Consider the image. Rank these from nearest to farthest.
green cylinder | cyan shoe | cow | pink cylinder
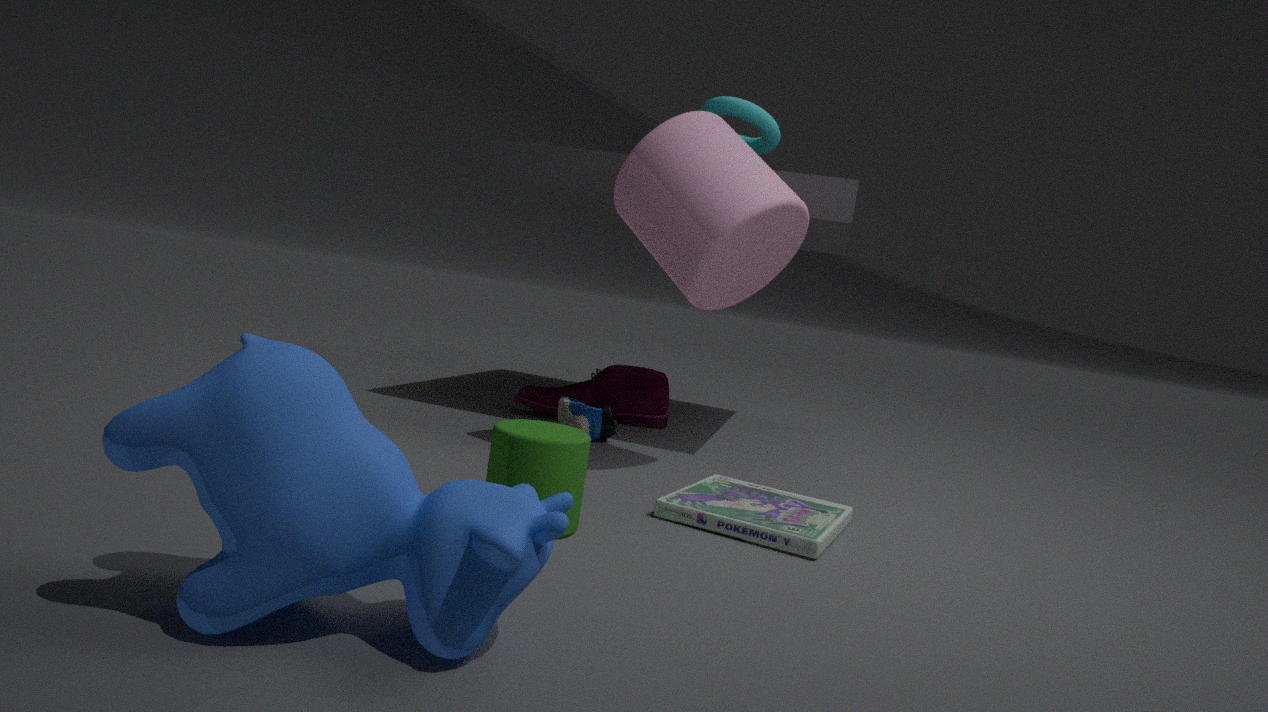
cow
green cylinder
pink cylinder
cyan shoe
